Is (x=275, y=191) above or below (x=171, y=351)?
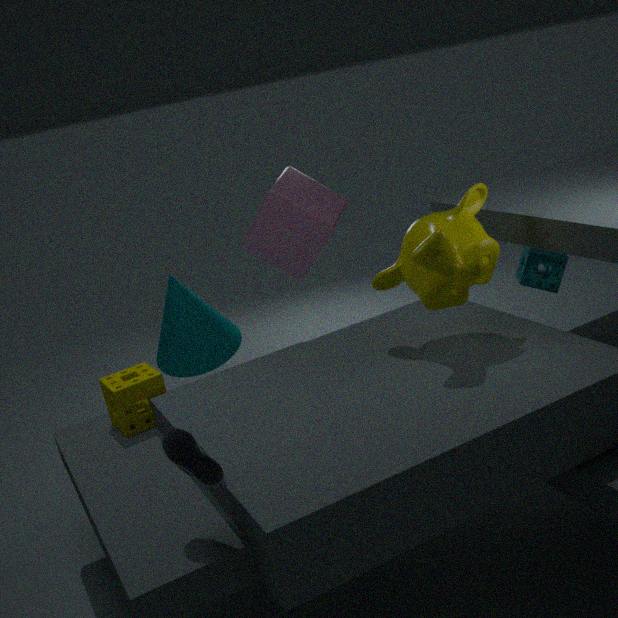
above
